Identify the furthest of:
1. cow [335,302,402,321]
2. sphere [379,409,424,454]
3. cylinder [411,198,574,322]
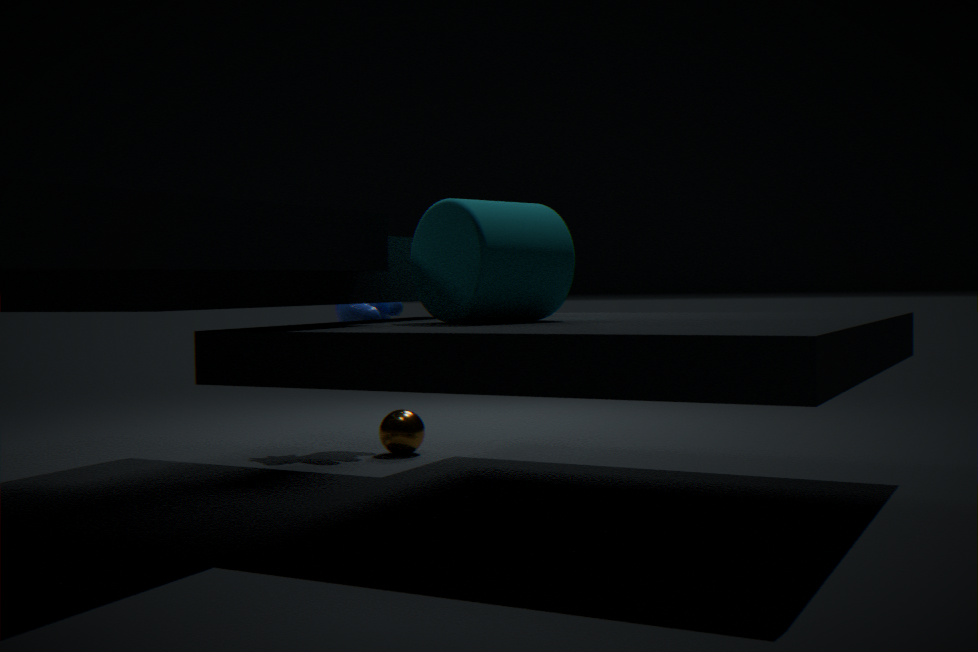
cow [335,302,402,321]
